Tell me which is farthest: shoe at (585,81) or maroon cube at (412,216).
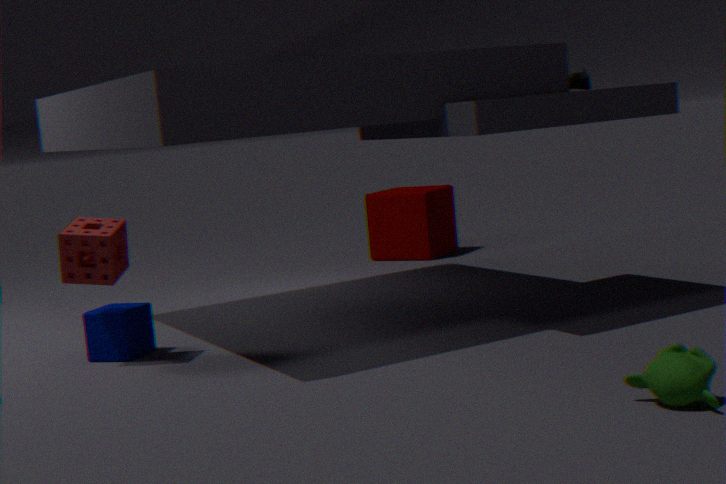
maroon cube at (412,216)
